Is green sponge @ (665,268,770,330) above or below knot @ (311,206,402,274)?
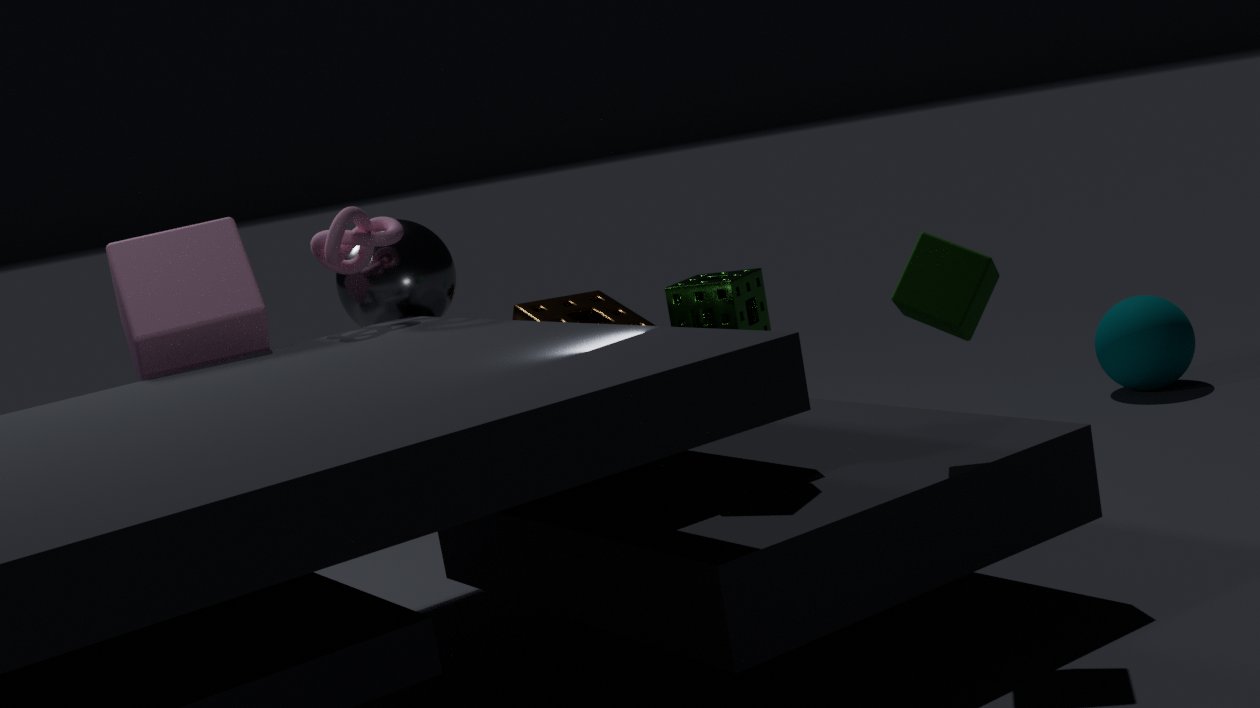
below
